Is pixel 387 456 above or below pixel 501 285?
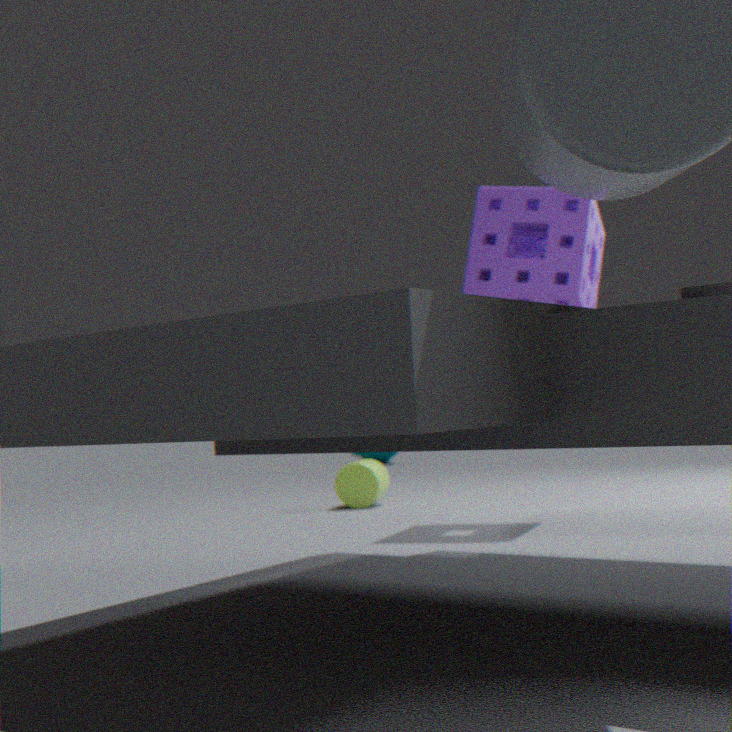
below
